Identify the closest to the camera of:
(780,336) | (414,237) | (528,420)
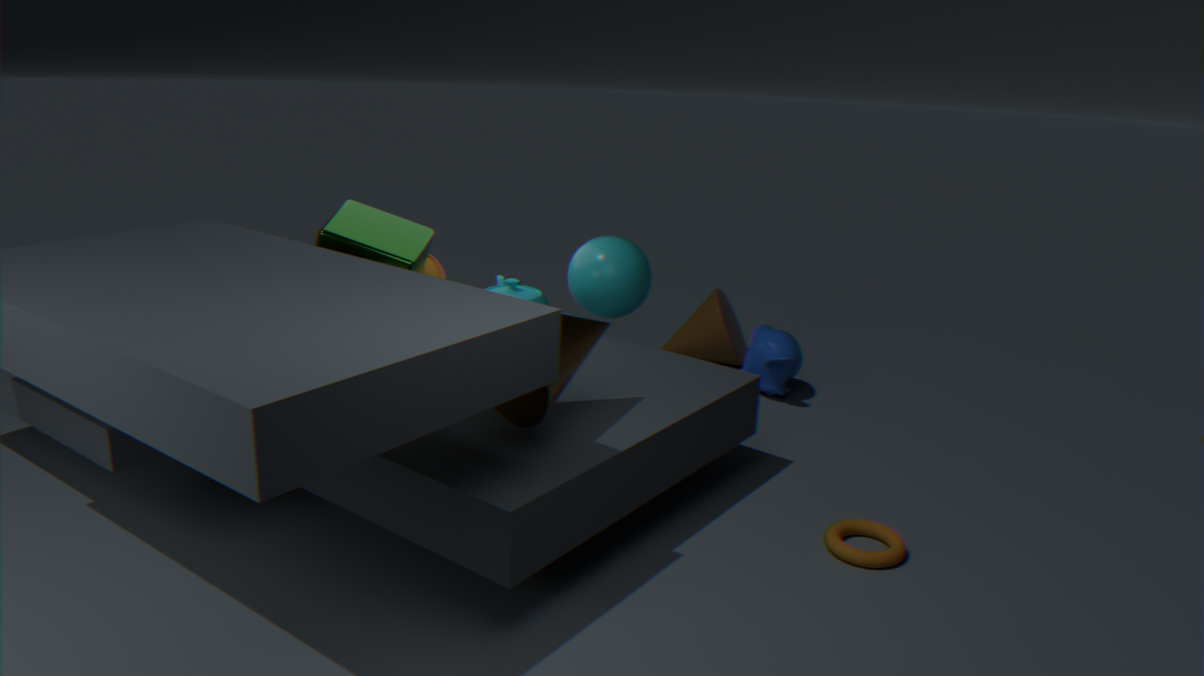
(528,420)
